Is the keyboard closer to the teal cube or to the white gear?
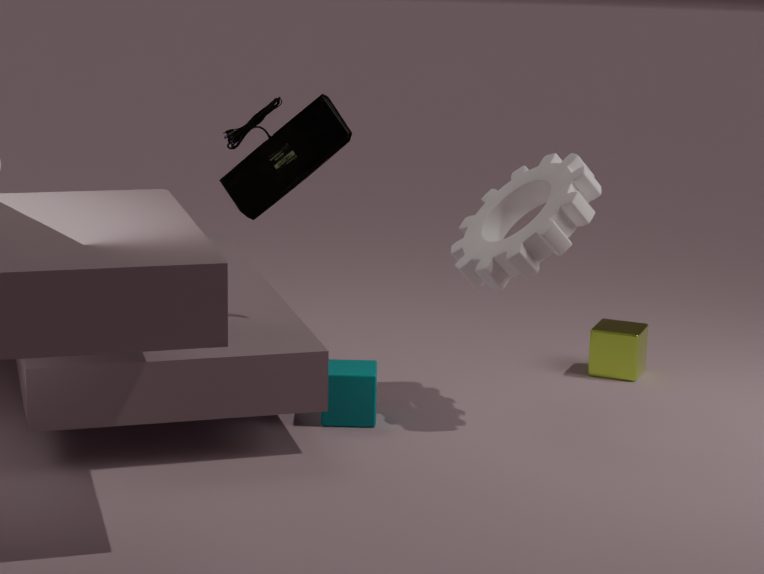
the teal cube
